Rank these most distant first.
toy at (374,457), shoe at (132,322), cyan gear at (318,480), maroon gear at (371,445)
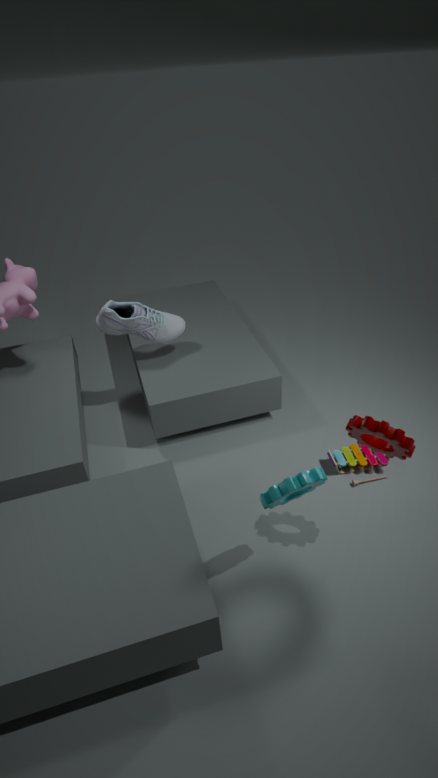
shoe at (132,322) → toy at (374,457) → maroon gear at (371,445) → cyan gear at (318,480)
